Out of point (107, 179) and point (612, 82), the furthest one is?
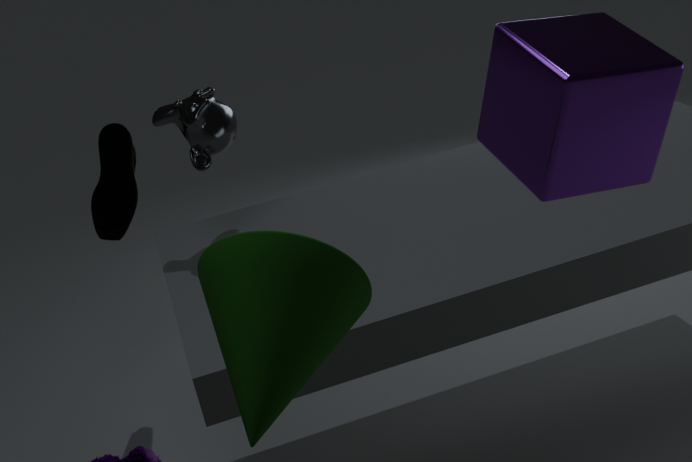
point (107, 179)
